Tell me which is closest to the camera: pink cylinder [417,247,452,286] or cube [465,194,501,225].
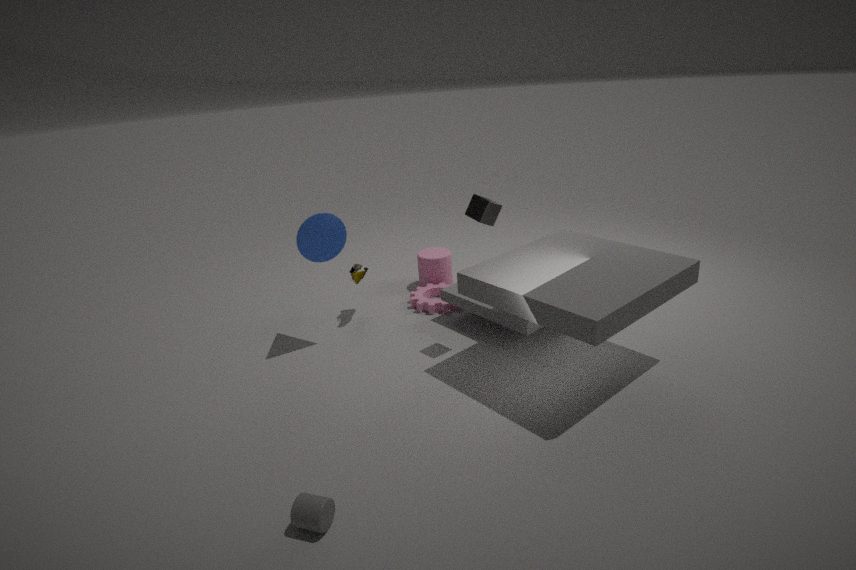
cube [465,194,501,225]
